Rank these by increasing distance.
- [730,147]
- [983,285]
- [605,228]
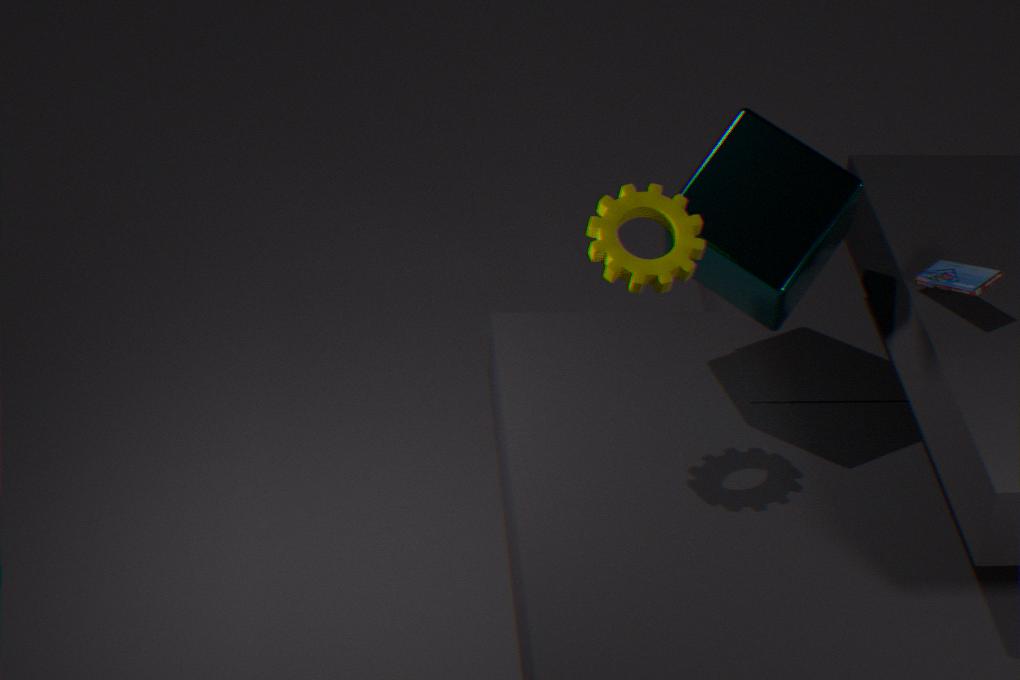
[605,228] < [983,285] < [730,147]
